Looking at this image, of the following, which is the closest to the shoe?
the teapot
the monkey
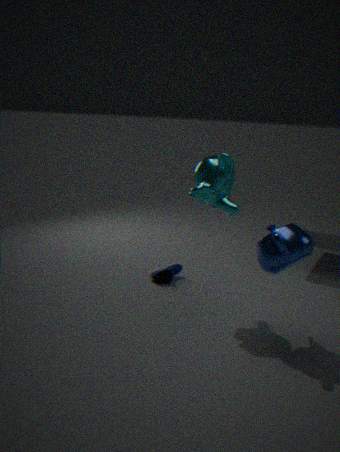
the monkey
